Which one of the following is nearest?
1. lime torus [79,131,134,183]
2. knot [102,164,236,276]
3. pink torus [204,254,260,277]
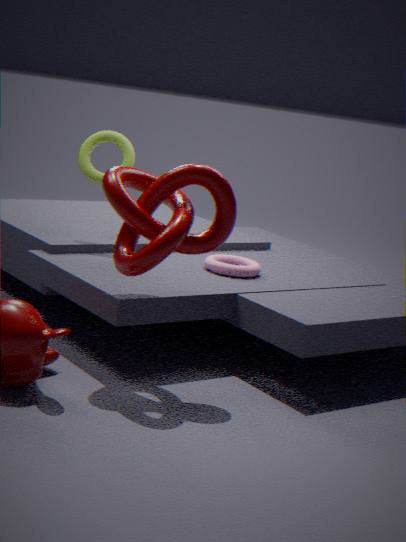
knot [102,164,236,276]
